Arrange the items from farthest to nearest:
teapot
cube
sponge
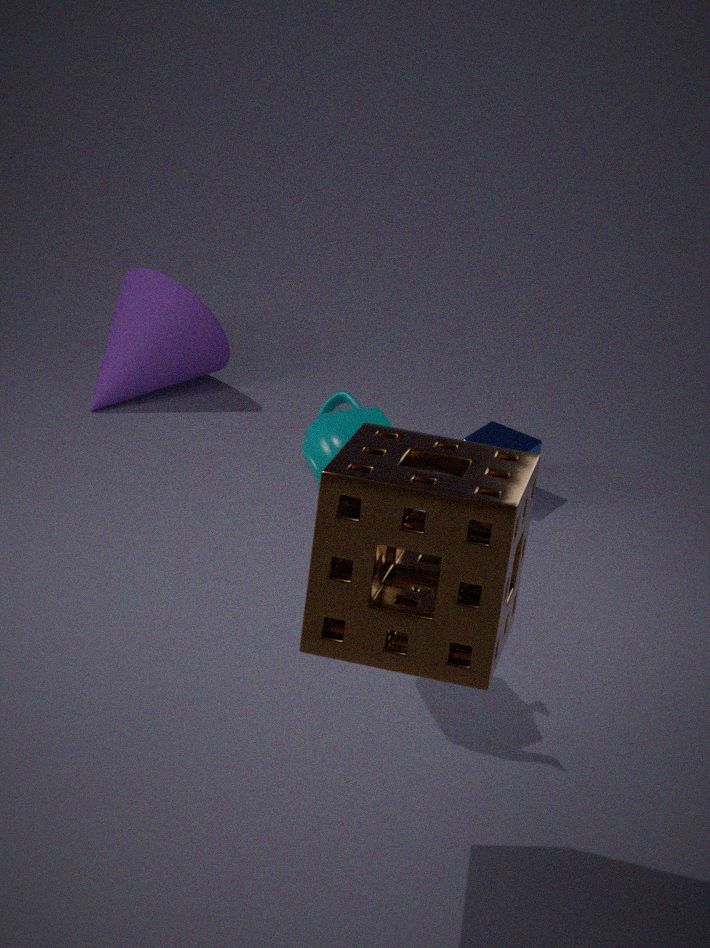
cube < teapot < sponge
